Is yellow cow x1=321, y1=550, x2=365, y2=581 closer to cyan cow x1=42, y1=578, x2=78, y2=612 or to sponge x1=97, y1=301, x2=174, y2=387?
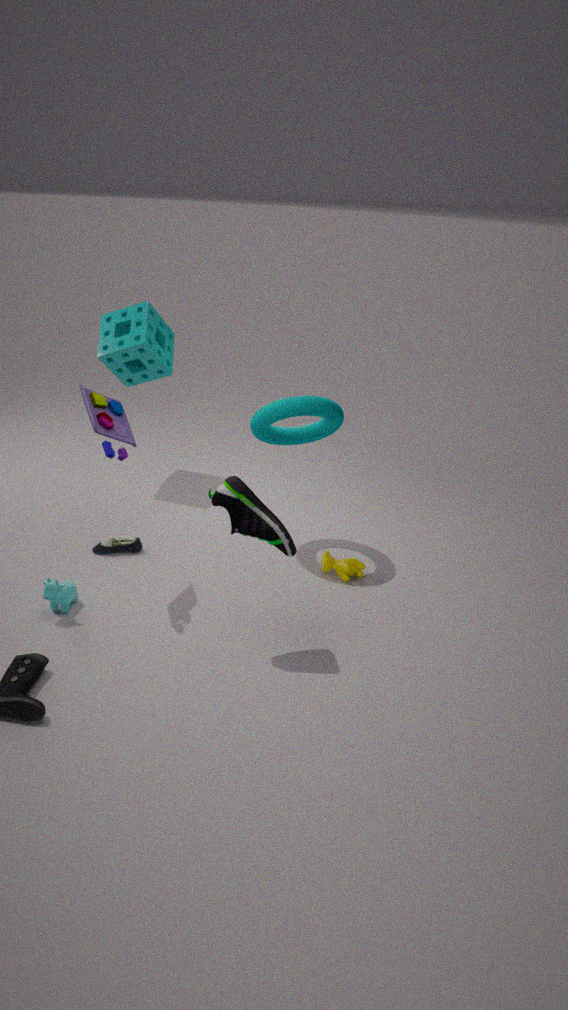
cyan cow x1=42, y1=578, x2=78, y2=612
